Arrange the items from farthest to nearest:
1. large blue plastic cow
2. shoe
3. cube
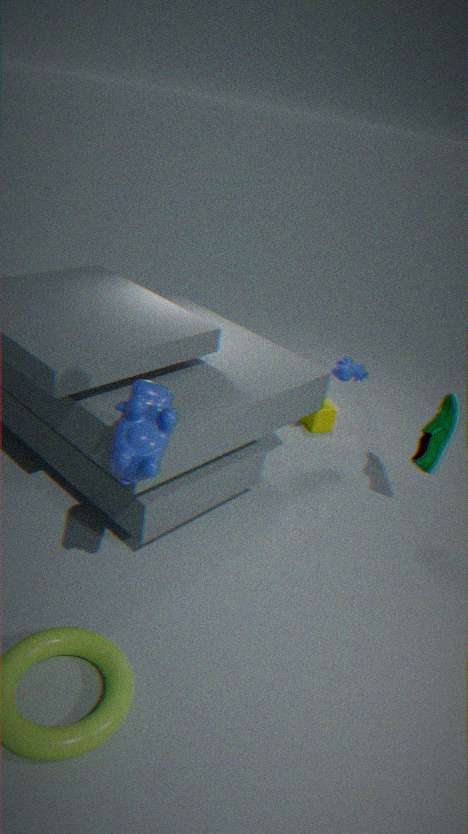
cube, shoe, large blue plastic cow
